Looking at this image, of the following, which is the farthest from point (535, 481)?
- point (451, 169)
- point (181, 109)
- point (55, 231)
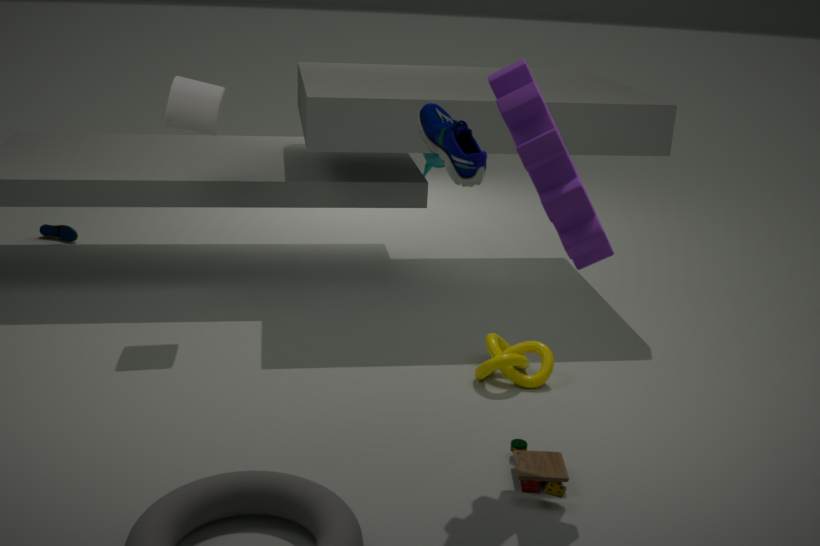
point (55, 231)
